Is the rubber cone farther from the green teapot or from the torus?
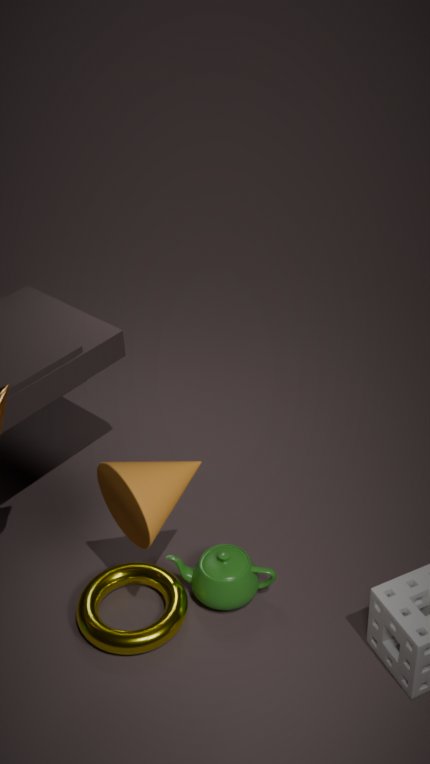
the torus
